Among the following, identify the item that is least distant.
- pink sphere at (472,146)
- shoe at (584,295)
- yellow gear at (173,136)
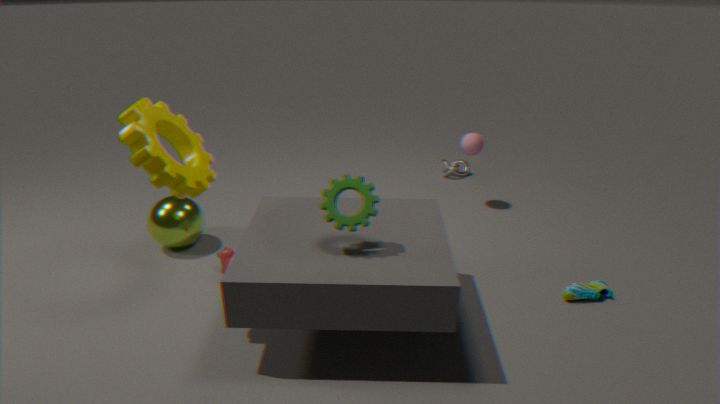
yellow gear at (173,136)
